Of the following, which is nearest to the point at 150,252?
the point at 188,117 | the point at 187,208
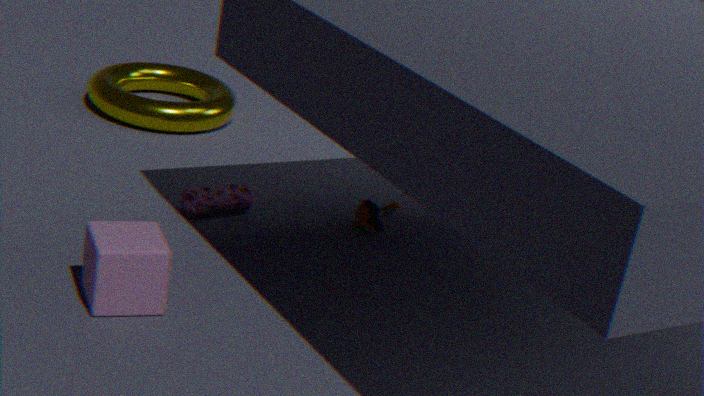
the point at 187,208
